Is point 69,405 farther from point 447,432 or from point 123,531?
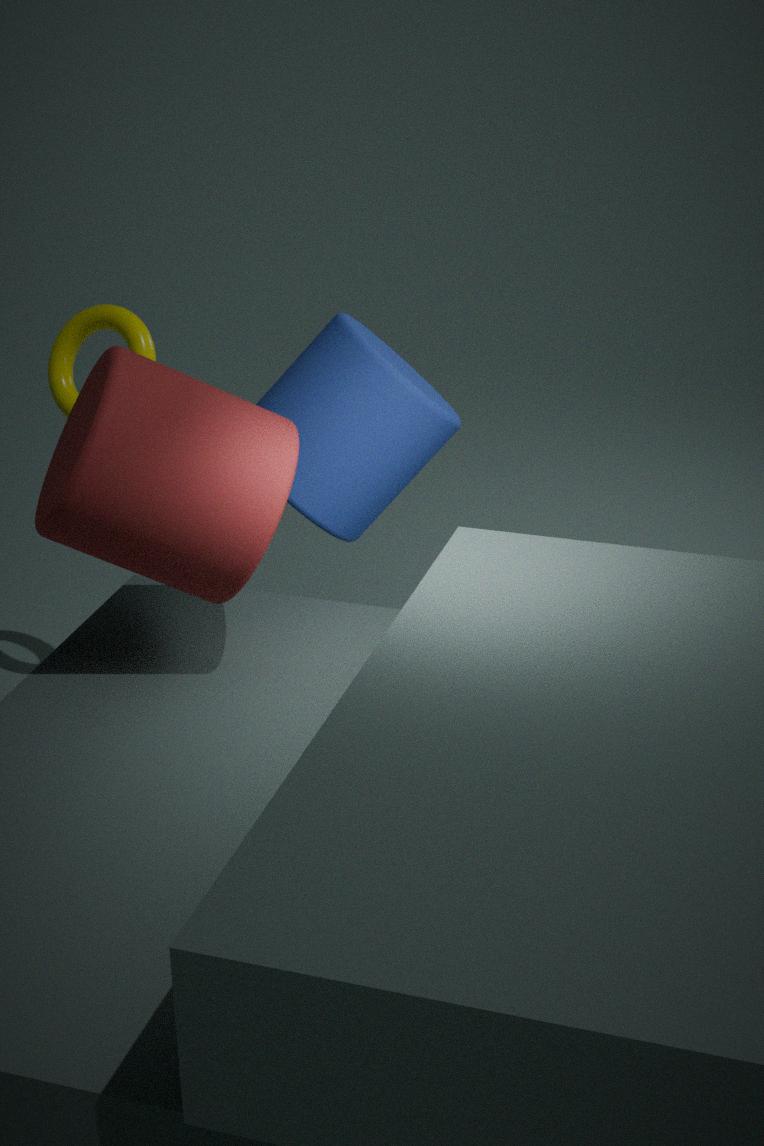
point 123,531
